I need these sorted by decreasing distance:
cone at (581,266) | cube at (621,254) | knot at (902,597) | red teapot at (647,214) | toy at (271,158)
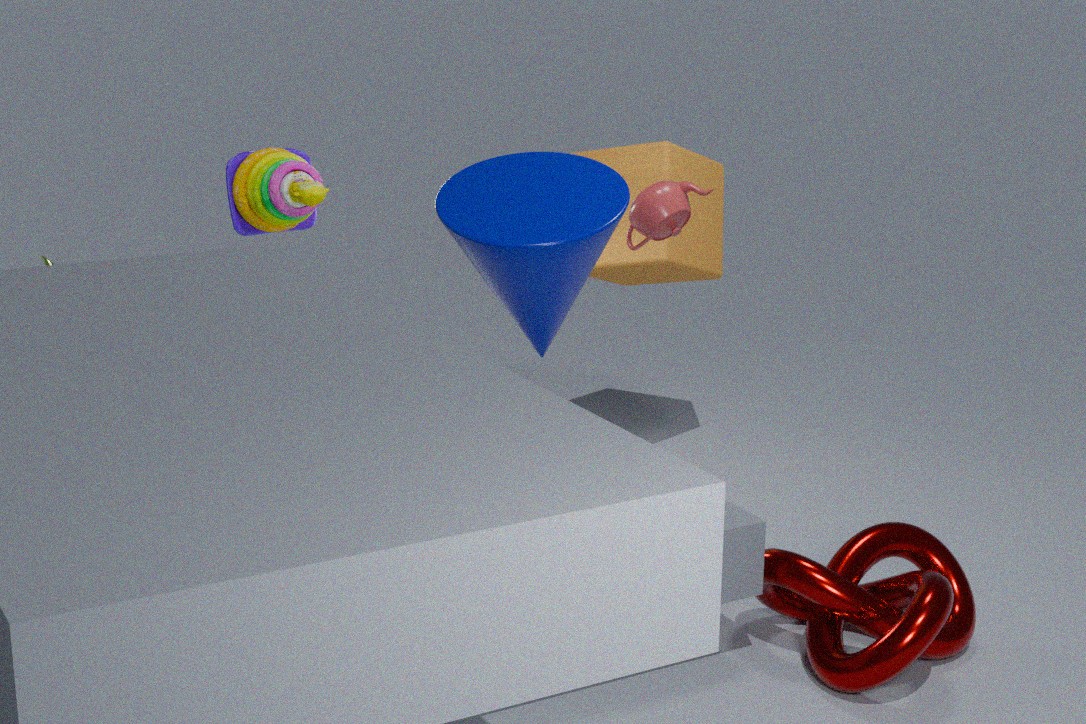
1. cube at (621,254)
2. toy at (271,158)
3. red teapot at (647,214)
4. cone at (581,266)
5. knot at (902,597)
